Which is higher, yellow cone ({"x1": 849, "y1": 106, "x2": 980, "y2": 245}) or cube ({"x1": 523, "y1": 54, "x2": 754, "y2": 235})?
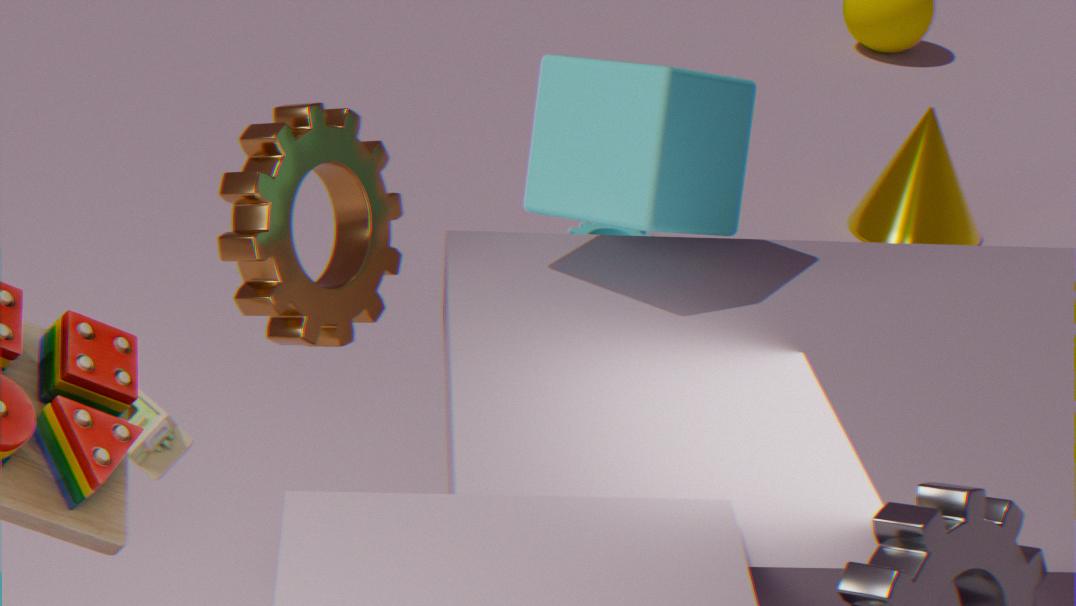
cube ({"x1": 523, "y1": 54, "x2": 754, "y2": 235})
